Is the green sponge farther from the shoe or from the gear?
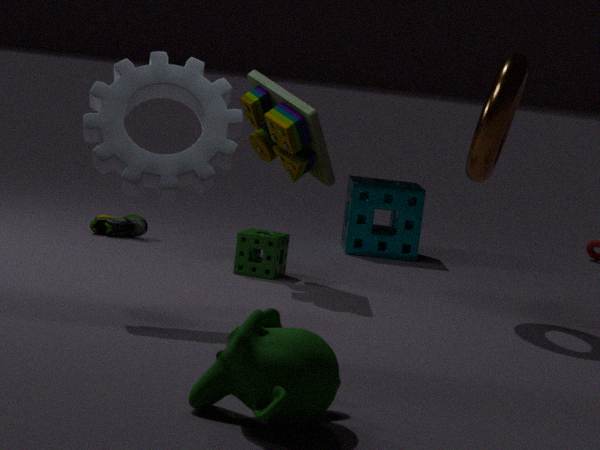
the gear
